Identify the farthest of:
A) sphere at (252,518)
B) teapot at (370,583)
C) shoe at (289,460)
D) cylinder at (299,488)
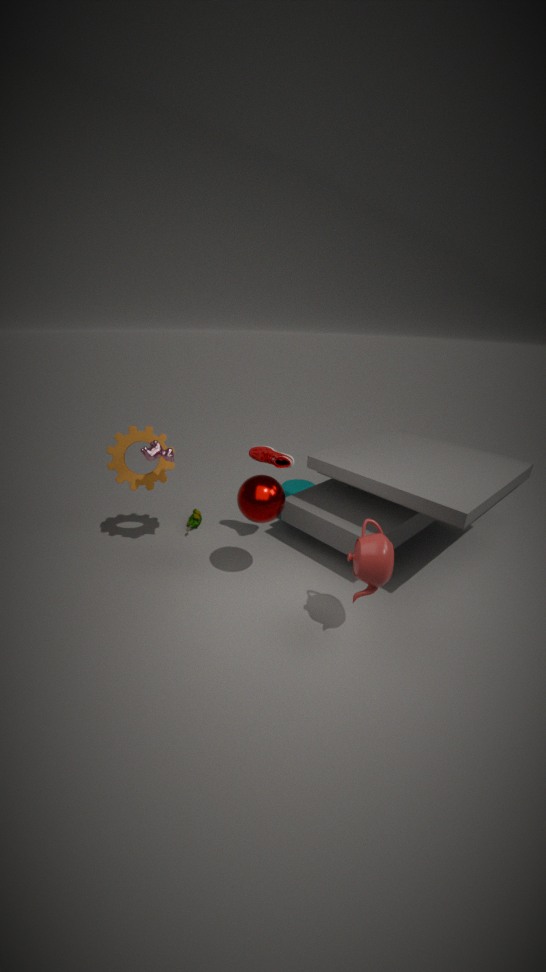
cylinder at (299,488)
